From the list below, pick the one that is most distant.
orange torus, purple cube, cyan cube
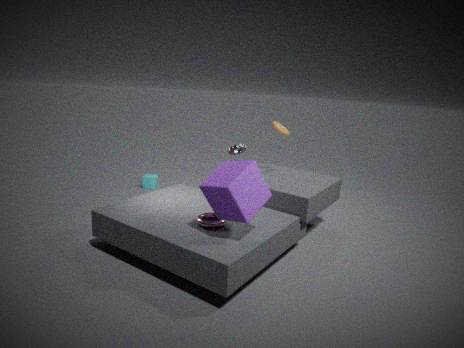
cyan cube
